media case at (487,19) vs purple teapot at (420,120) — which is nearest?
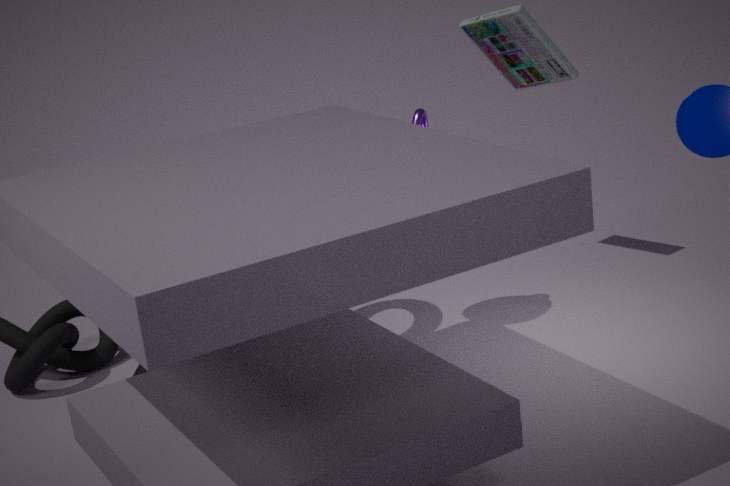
purple teapot at (420,120)
